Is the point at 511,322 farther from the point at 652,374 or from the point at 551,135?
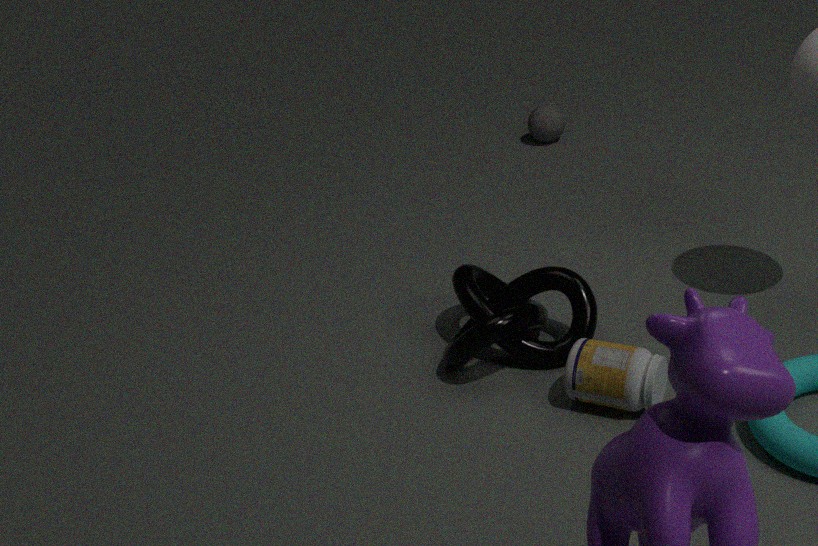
the point at 551,135
